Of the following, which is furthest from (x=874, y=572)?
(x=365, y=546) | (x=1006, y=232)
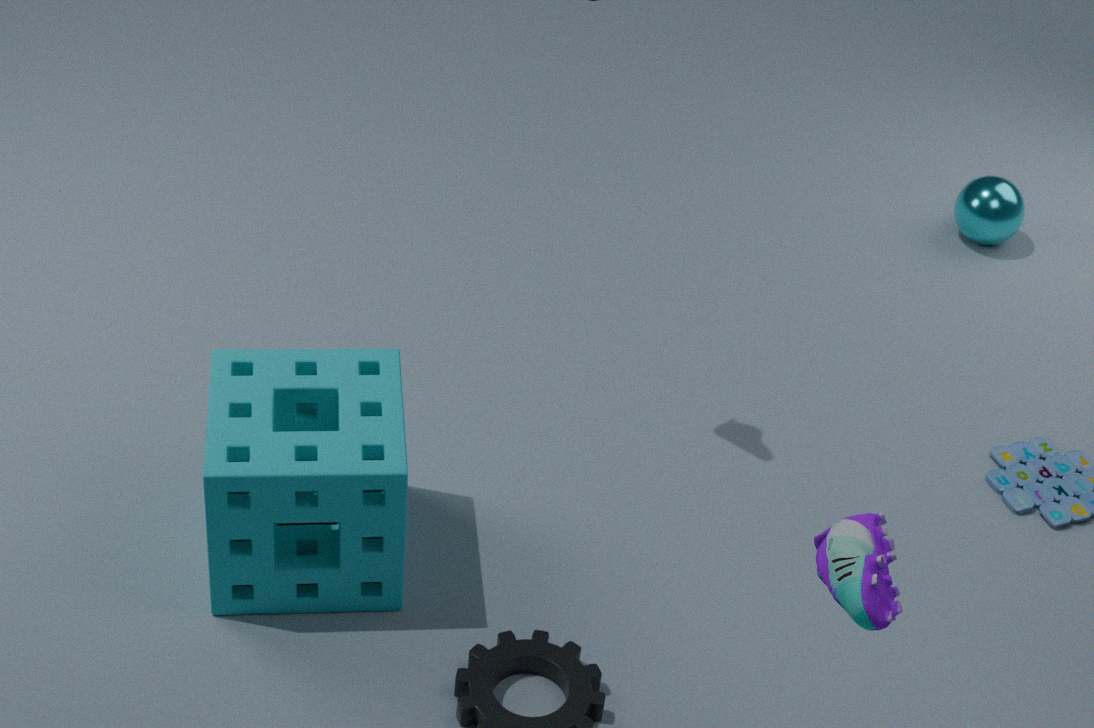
(x=1006, y=232)
